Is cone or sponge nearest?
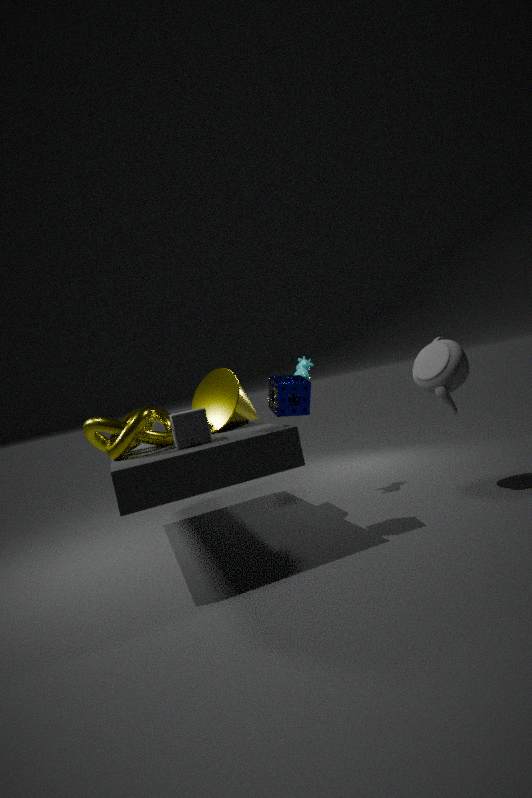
sponge
